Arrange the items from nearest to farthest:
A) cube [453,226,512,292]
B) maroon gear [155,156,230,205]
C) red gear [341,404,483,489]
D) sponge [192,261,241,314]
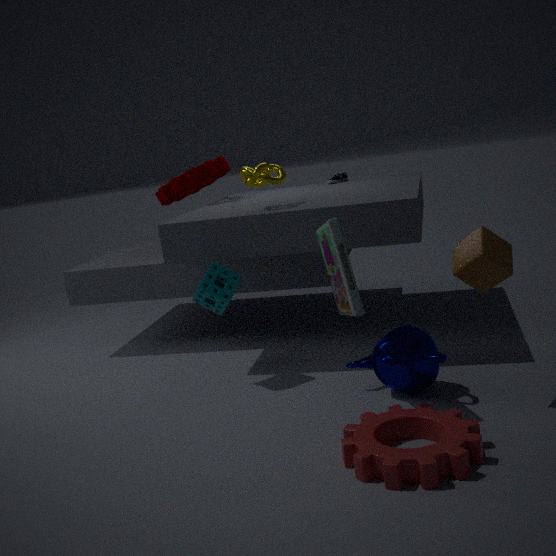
red gear [341,404,483,489] → cube [453,226,512,292] → sponge [192,261,241,314] → maroon gear [155,156,230,205]
